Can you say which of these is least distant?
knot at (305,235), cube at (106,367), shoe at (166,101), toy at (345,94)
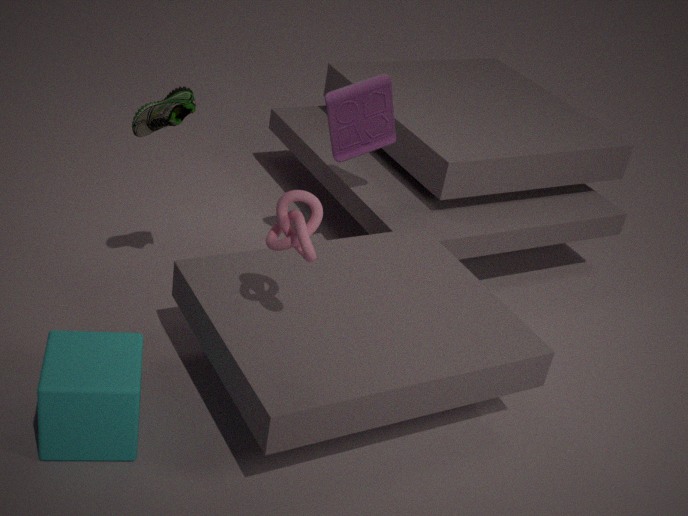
knot at (305,235)
